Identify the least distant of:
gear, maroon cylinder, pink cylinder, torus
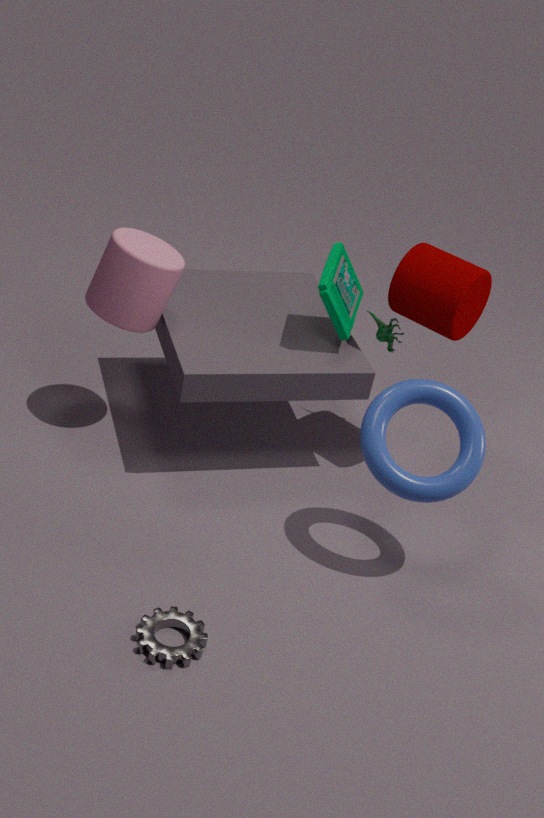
gear
